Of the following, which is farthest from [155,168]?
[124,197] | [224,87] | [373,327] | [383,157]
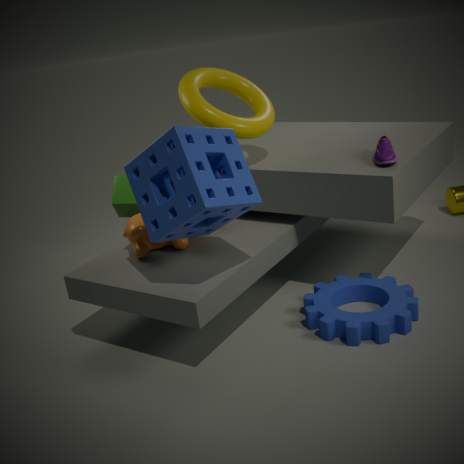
[373,327]
